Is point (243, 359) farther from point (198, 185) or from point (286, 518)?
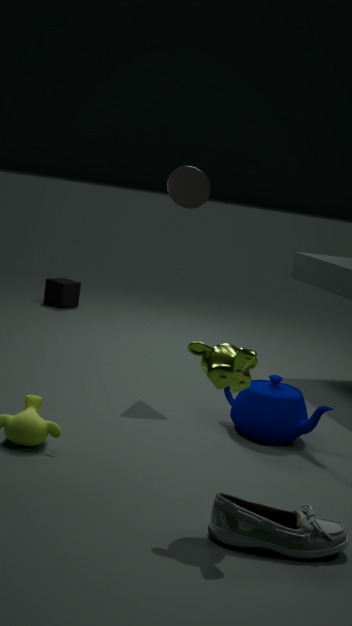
point (198, 185)
